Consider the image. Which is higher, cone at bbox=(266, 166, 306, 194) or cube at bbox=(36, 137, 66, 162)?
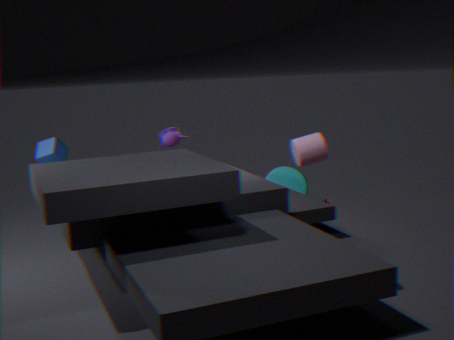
cube at bbox=(36, 137, 66, 162)
